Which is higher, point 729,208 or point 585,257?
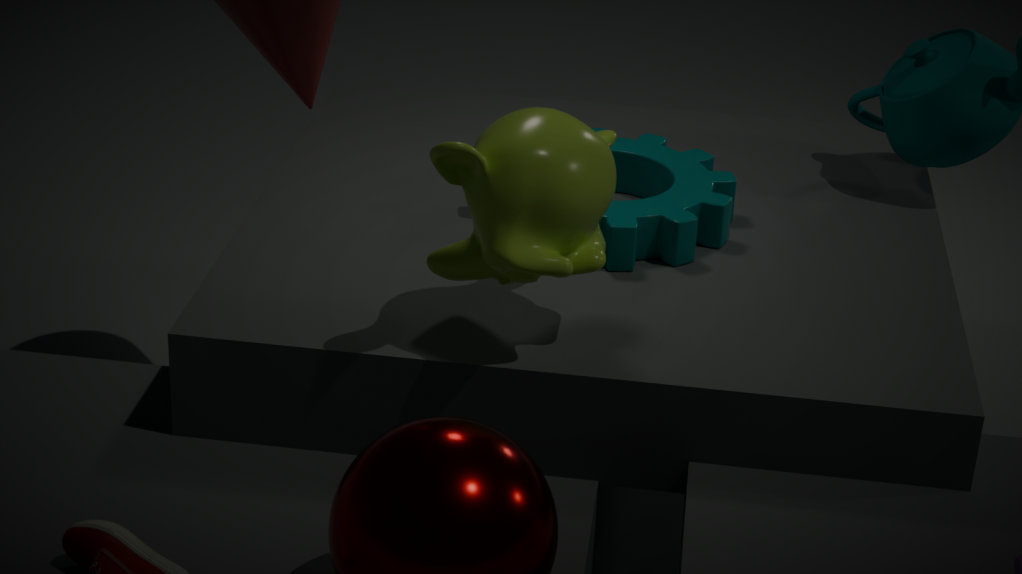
point 585,257
